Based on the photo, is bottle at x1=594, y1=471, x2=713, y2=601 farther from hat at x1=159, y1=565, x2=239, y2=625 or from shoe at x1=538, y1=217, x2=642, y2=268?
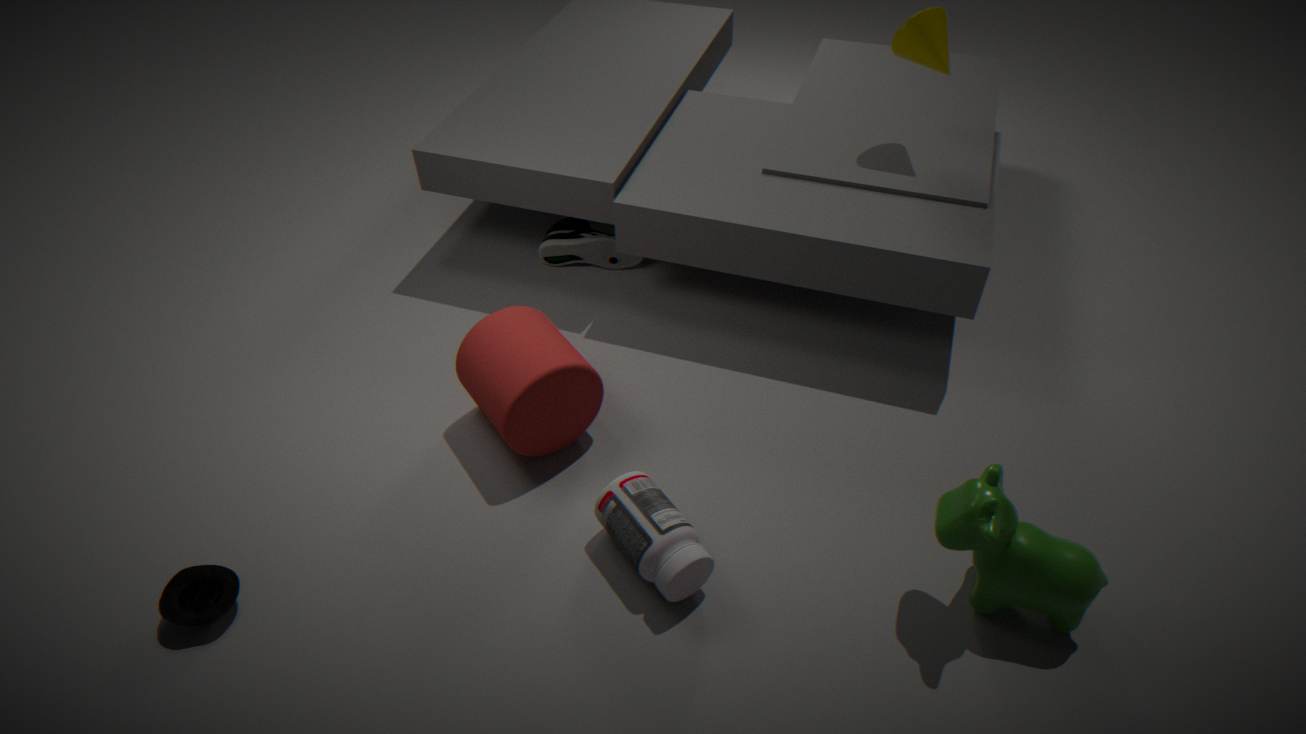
shoe at x1=538, y1=217, x2=642, y2=268
